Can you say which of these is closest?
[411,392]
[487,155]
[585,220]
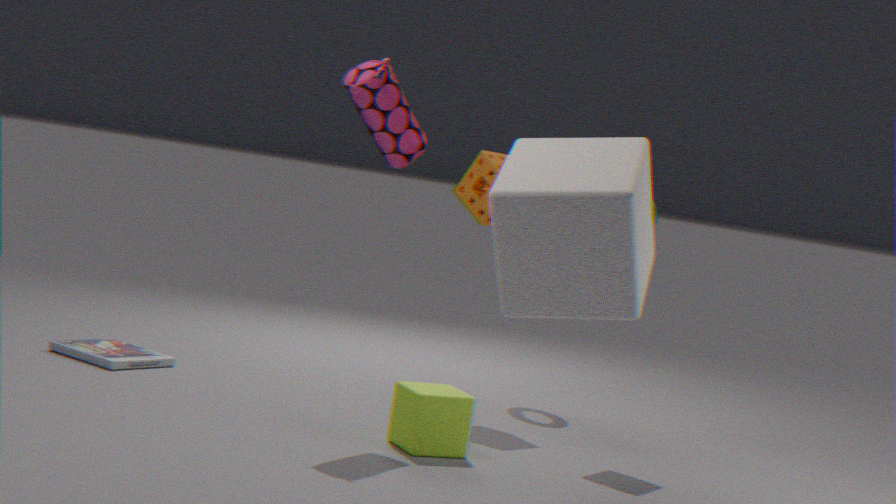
[585,220]
